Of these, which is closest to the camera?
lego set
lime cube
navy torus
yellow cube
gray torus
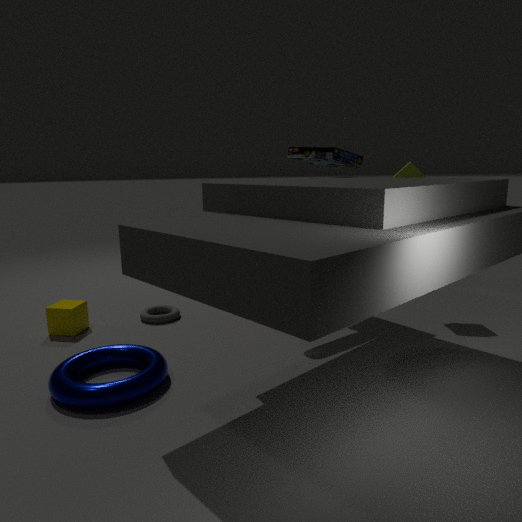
navy torus
